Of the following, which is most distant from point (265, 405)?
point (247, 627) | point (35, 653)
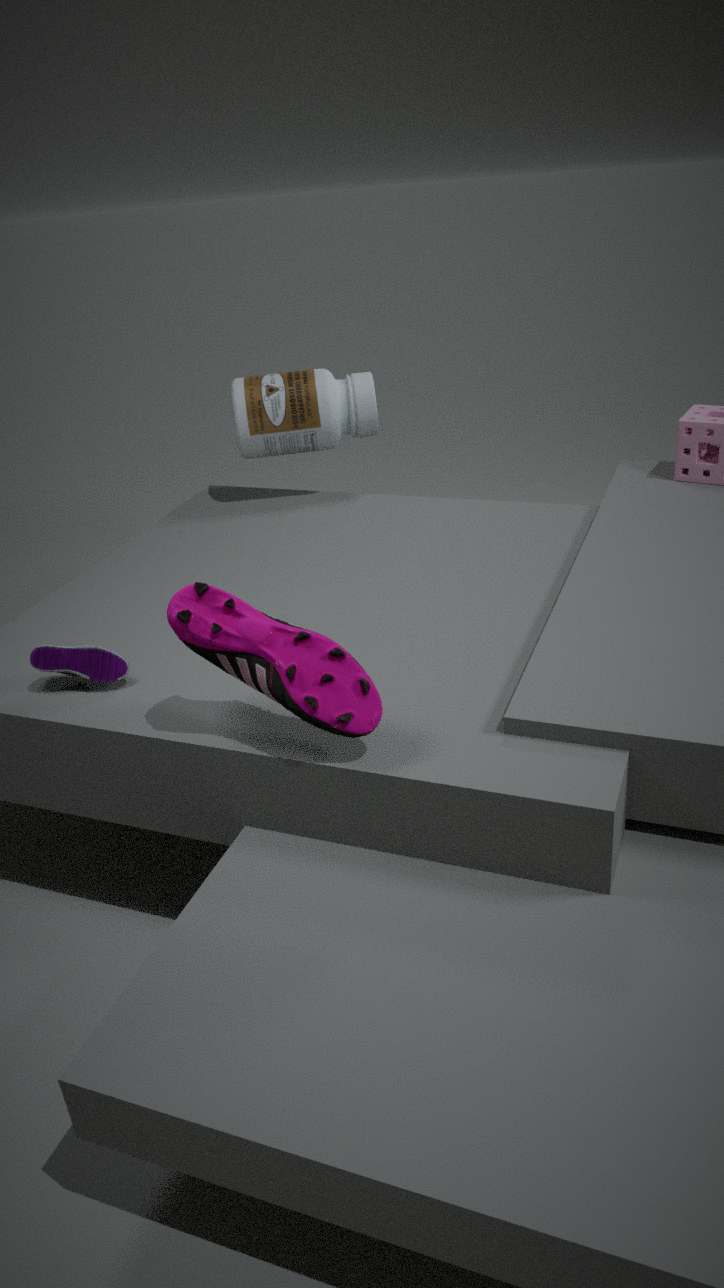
point (247, 627)
